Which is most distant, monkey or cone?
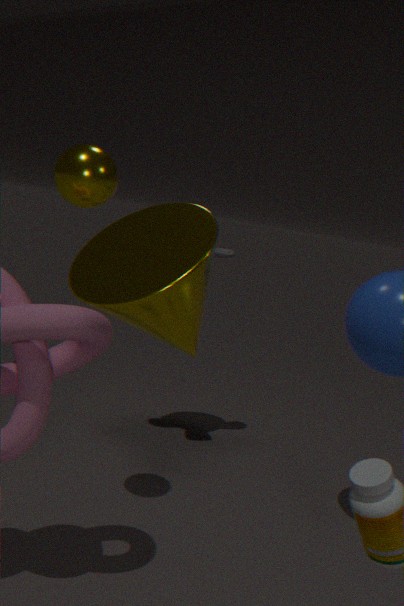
monkey
